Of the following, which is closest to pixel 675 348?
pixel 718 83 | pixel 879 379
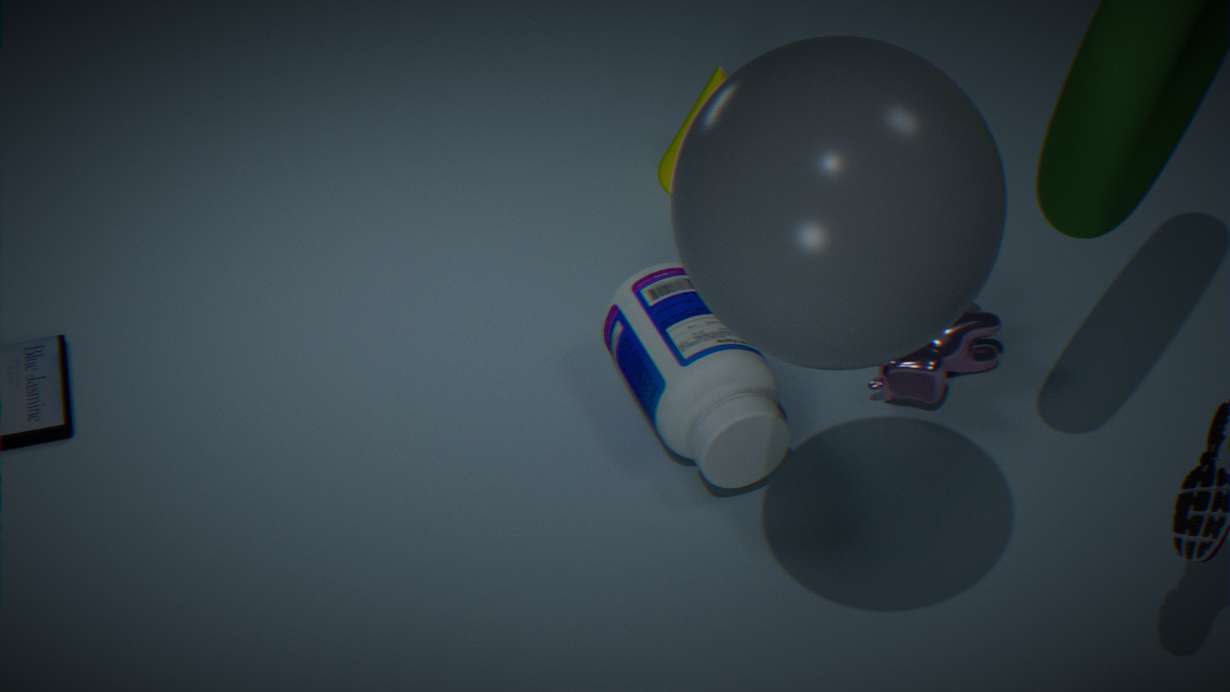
pixel 879 379
